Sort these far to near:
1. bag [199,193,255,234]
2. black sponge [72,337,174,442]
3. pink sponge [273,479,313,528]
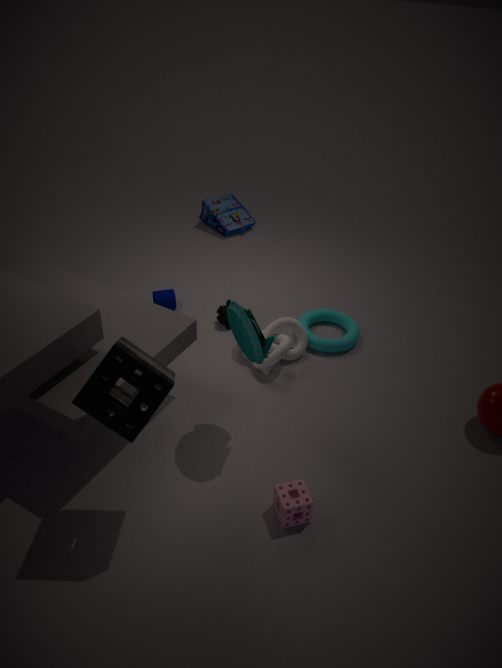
1. bag [199,193,255,234]
2. pink sponge [273,479,313,528]
3. black sponge [72,337,174,442]
